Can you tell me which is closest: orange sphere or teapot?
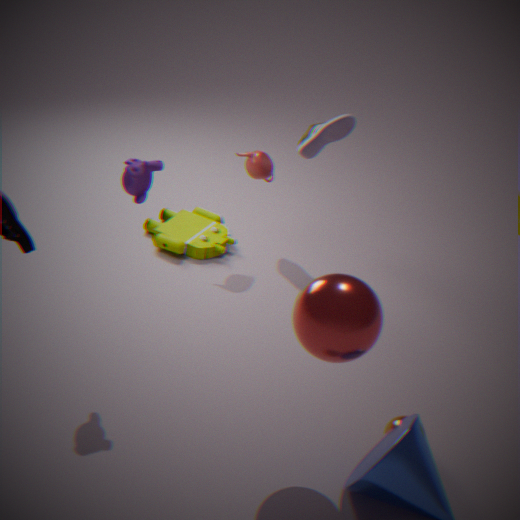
orange sphere
